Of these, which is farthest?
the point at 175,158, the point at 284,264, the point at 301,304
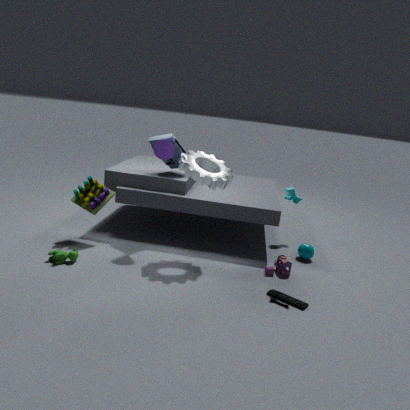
the point at 175,158
